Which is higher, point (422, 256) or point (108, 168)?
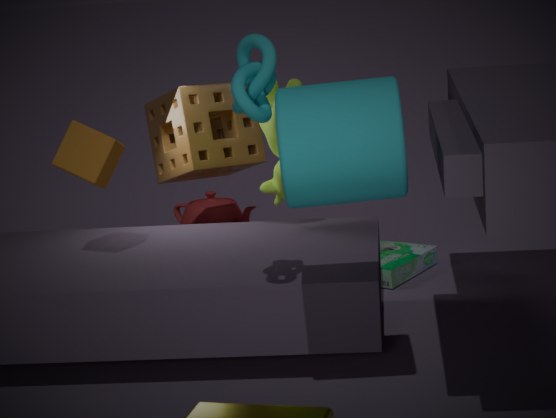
point (108, 168)
